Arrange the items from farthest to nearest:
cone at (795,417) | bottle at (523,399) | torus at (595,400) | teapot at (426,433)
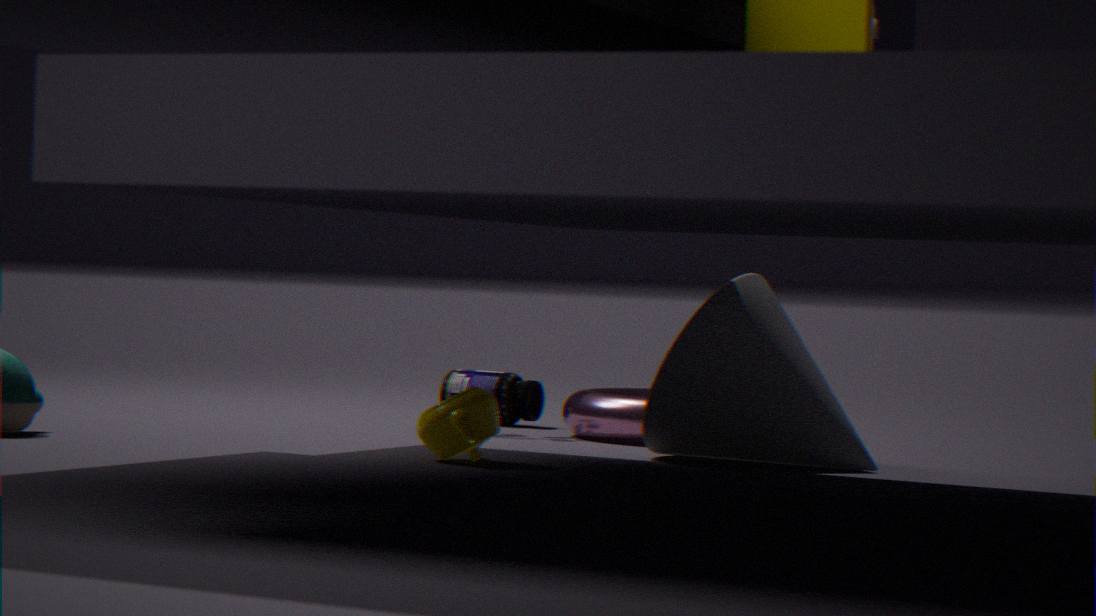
bottle at (523,399) < torus at (595,400) < cone at (795,417) < teapot at (426,433)
